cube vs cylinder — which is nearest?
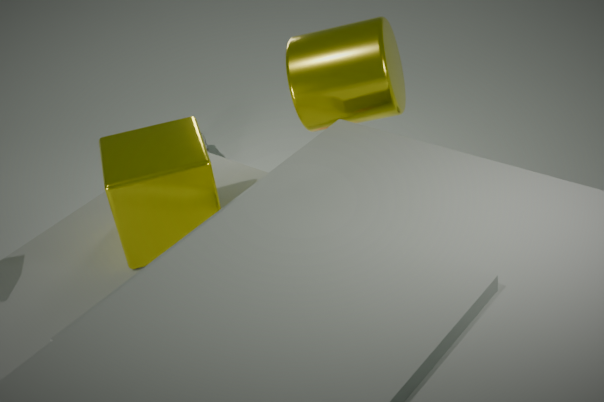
cube
